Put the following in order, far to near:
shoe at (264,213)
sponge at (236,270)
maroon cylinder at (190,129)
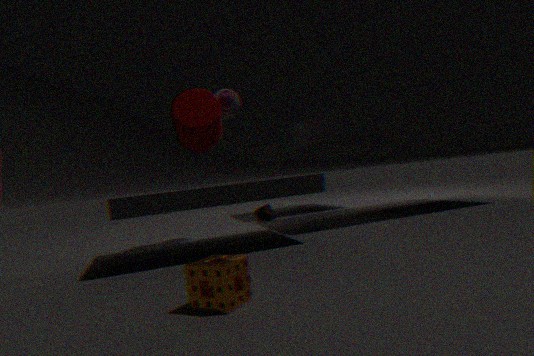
shoe at (264,213), maroon cylinder at (190,129), sponge at (236,270)
